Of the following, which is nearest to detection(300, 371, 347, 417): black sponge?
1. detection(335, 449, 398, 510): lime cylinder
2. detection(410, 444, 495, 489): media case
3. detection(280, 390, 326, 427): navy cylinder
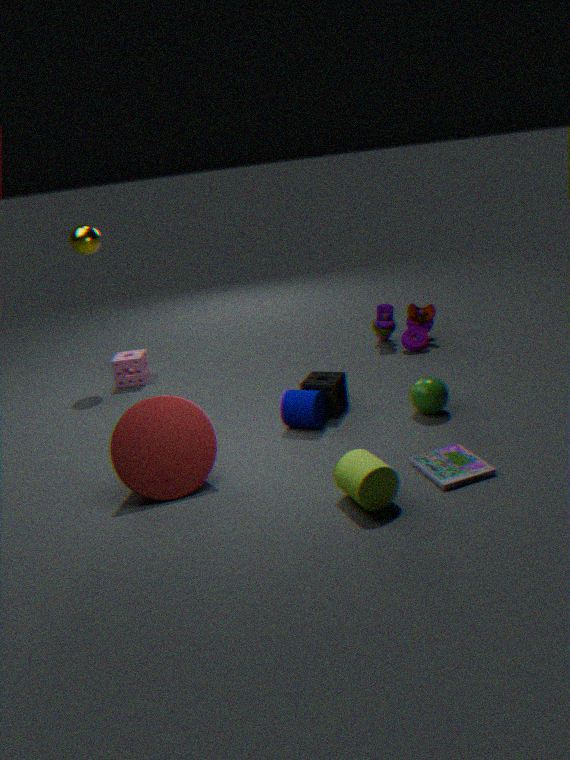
detection(280, 390, 326, 427): navy cylinder
